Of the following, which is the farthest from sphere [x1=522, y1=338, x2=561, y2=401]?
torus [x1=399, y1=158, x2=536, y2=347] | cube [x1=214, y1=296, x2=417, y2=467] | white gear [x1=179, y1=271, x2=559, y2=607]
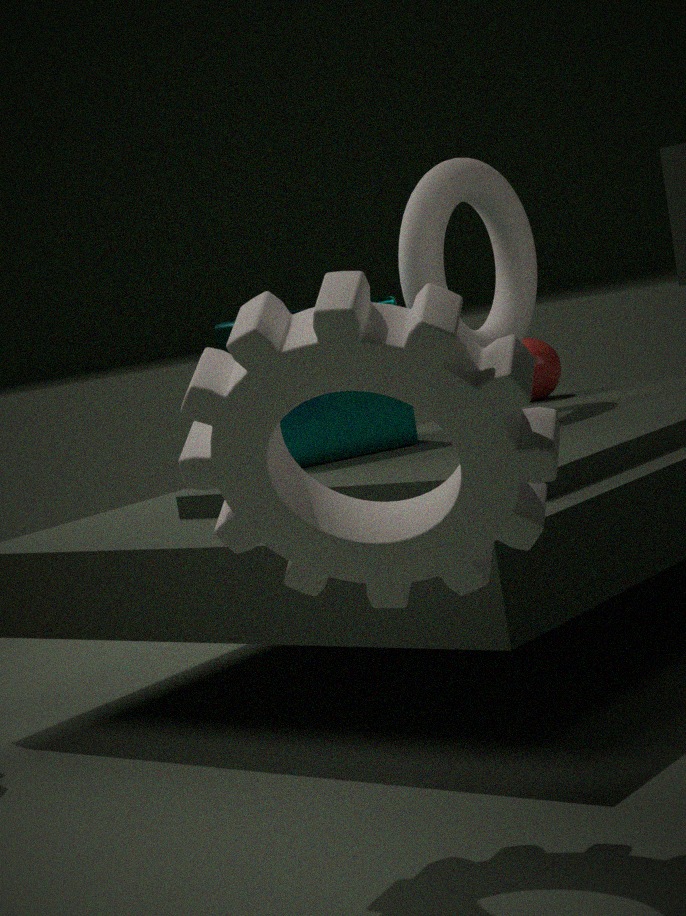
white gear [x1=179, y1=271, x2=559, y2=607]
